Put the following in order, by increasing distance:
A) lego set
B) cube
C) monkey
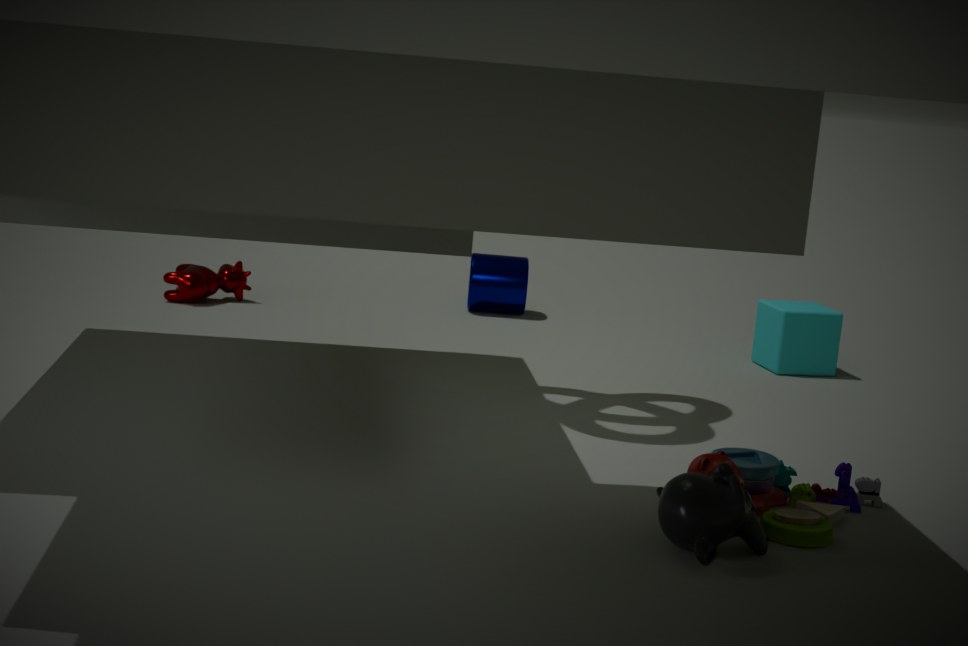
monkey → lego set → cube
